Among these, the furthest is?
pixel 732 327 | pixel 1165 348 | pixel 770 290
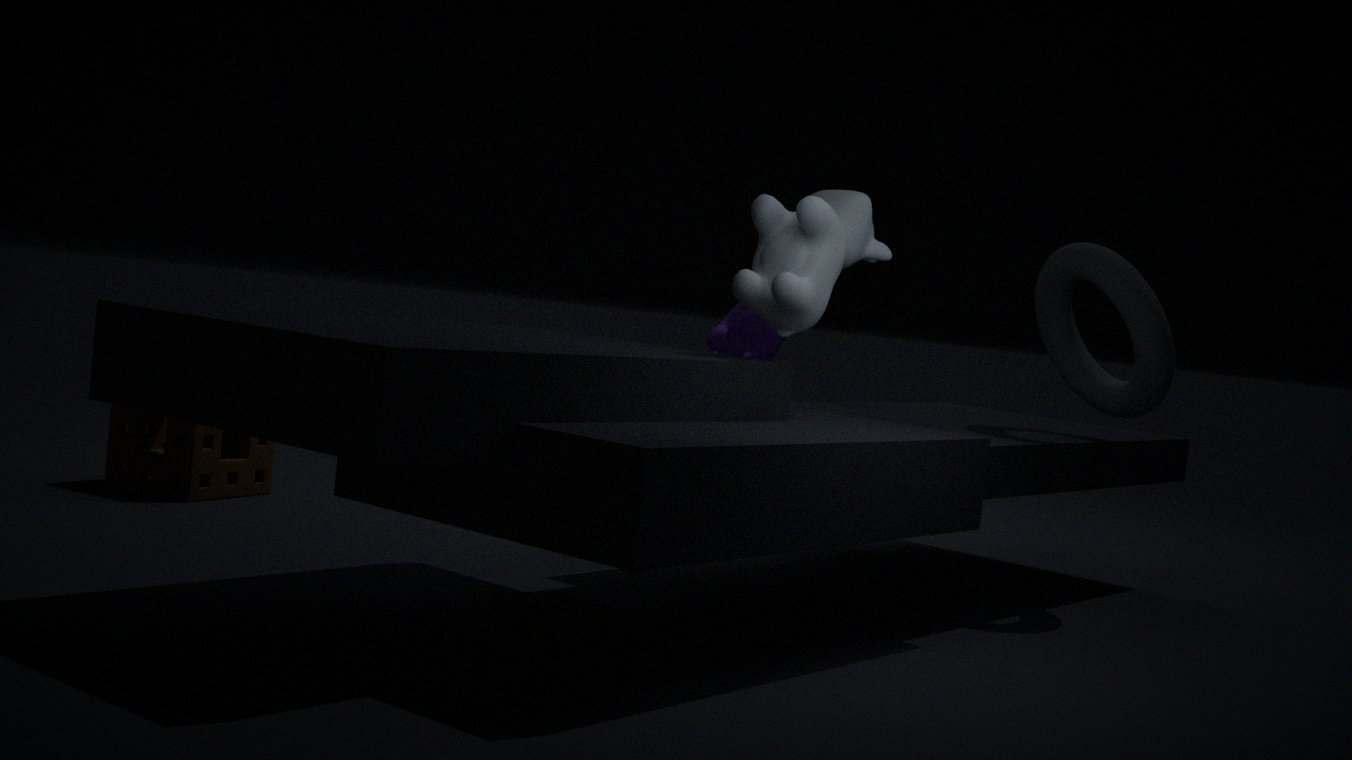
pixel 732 327
